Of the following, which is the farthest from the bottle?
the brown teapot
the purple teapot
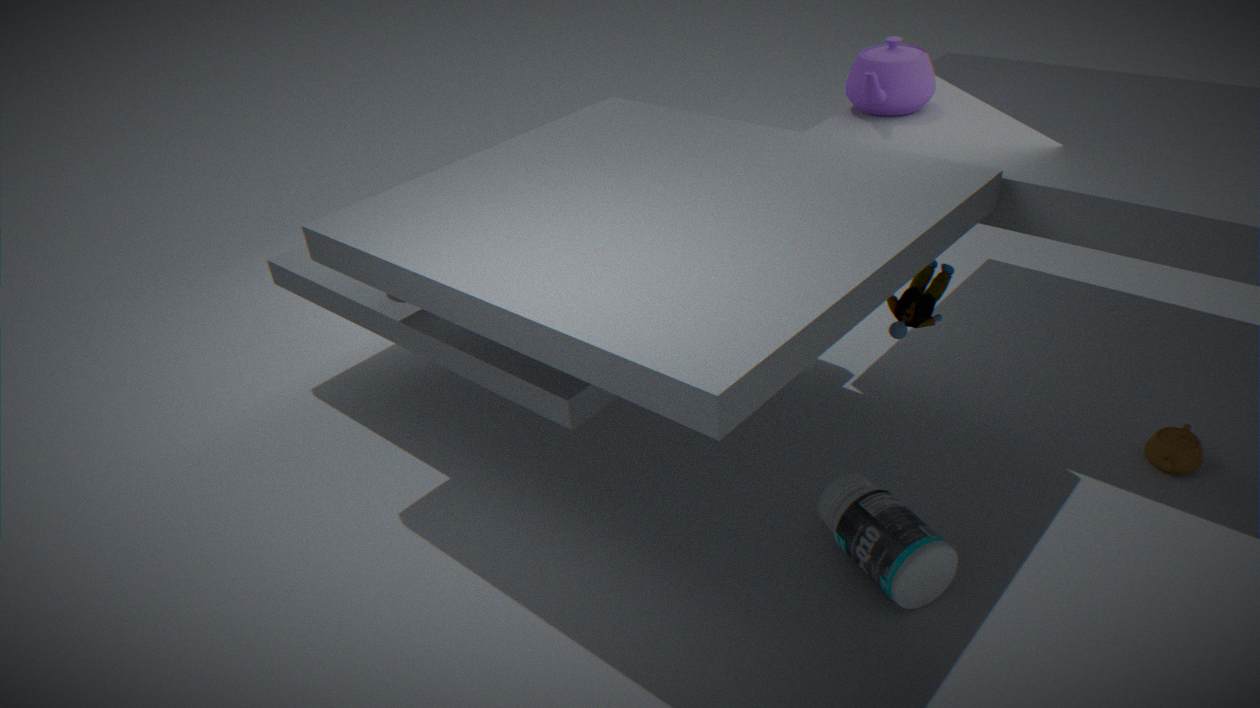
the purple teapot
